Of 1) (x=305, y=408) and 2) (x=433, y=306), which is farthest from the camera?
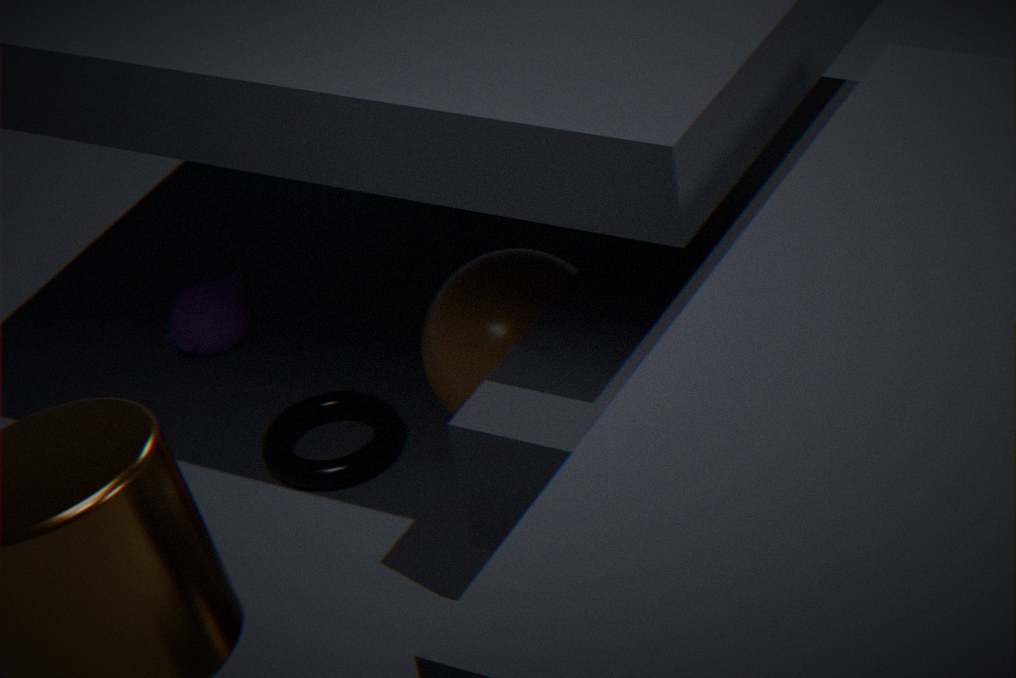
1. (x=305, y=408)
